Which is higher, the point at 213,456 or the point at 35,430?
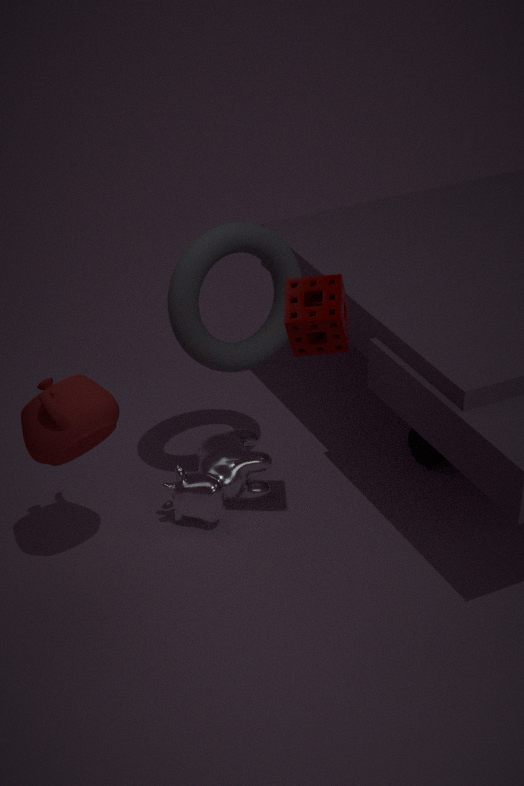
the point at 35,430
